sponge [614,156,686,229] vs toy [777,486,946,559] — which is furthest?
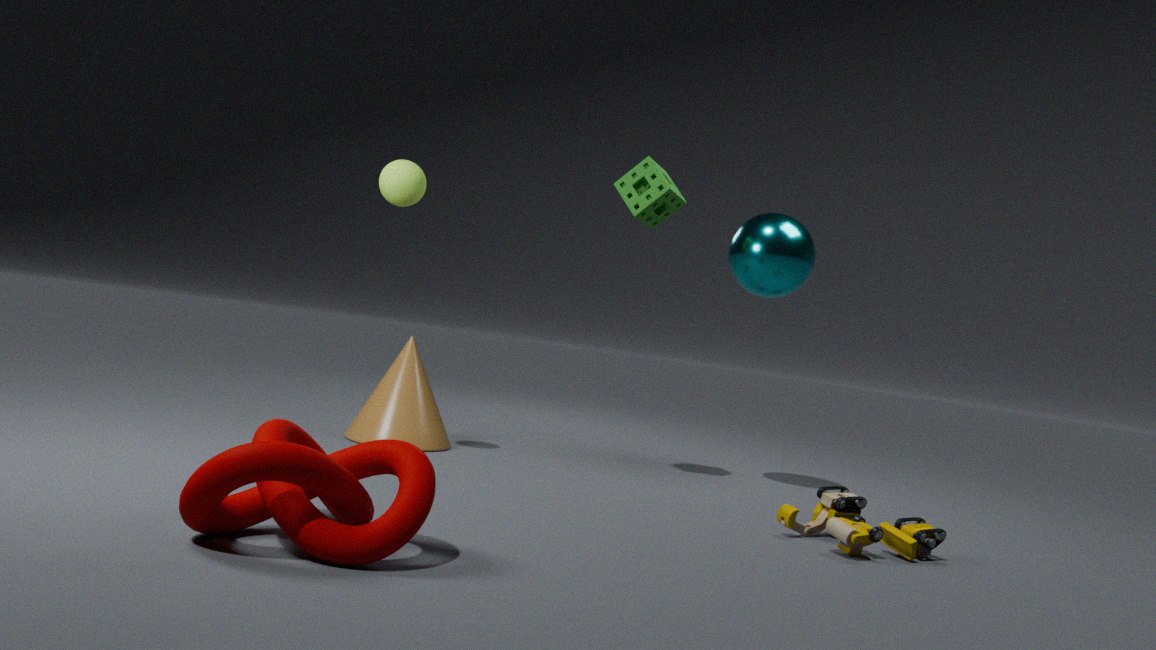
sponge [614,156,686,229]
